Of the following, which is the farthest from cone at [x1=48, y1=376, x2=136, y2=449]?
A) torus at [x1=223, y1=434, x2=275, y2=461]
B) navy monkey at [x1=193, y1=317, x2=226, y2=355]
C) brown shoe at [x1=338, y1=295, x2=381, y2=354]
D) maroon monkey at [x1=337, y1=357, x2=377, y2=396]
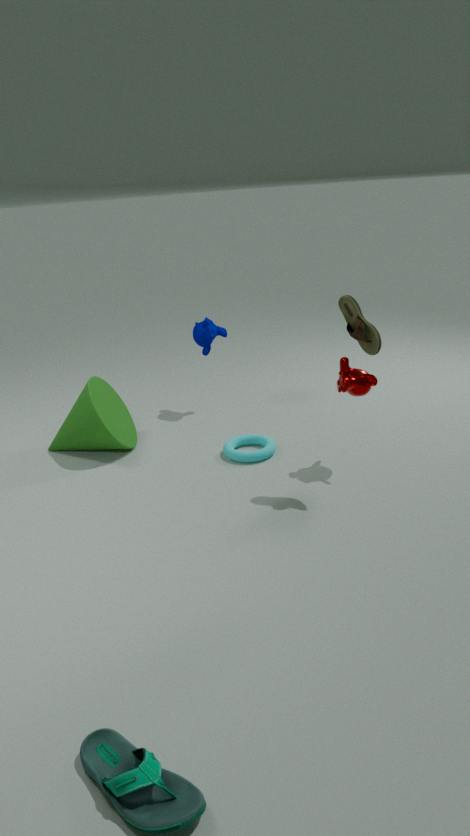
brown shoe at [x1=338, y1=295, x2=381, y2=354]
